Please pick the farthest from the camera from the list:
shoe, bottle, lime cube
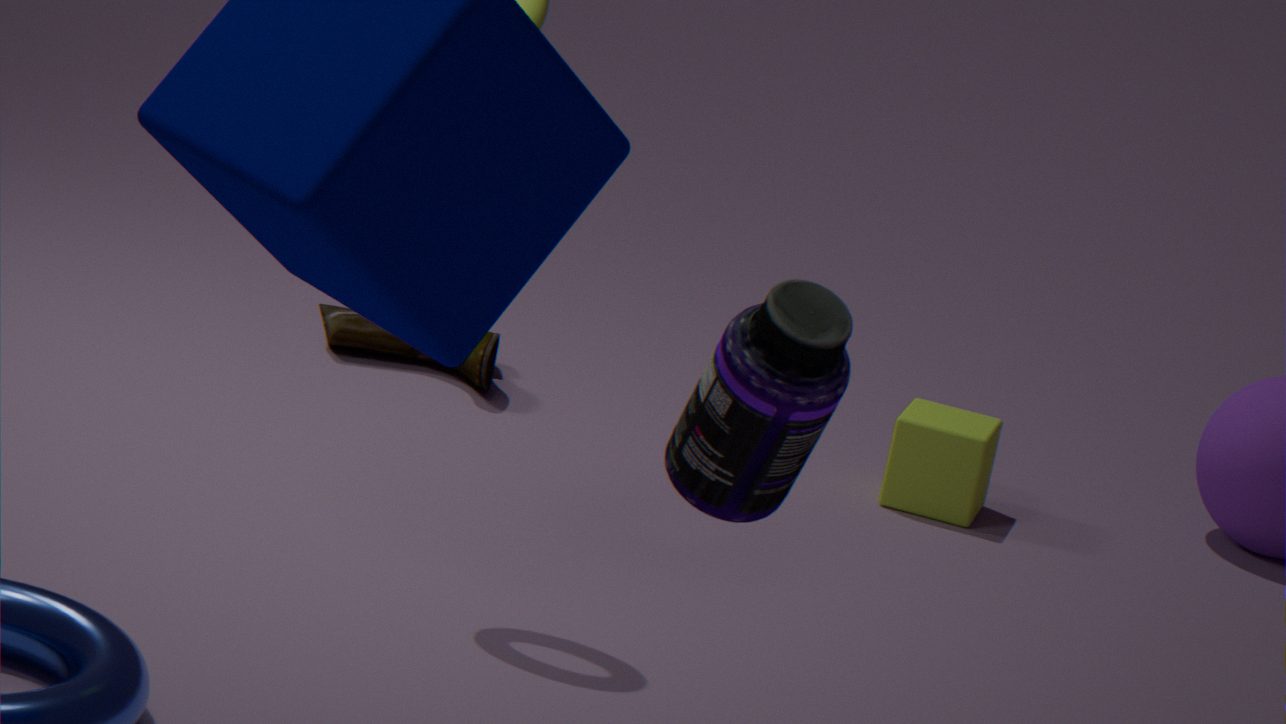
shoe
